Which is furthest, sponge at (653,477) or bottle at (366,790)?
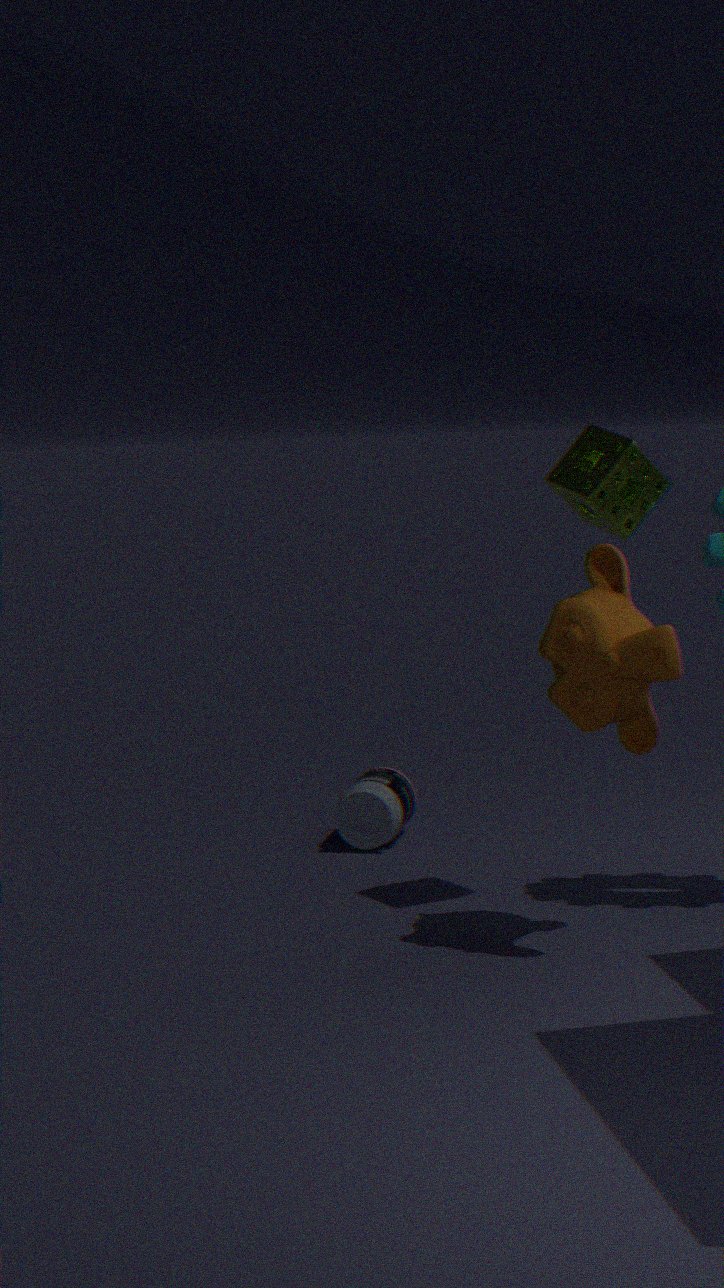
bottle at (366,790)
